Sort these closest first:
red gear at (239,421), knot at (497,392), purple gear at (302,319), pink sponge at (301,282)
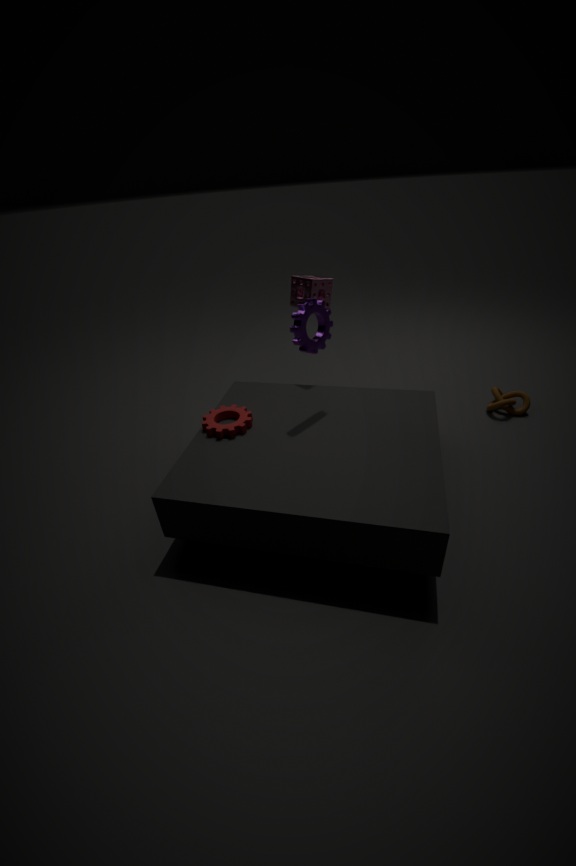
1. purple gear at (302,319)
2. red gear at (239,421)
3. pink sponge at (301,282)
4. knot at (497,392)
